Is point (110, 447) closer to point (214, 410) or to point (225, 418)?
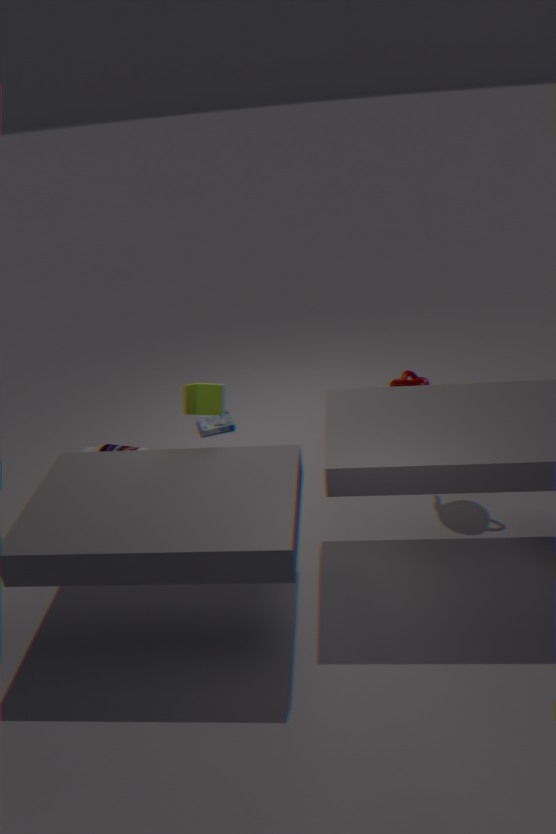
point (225, 418)
